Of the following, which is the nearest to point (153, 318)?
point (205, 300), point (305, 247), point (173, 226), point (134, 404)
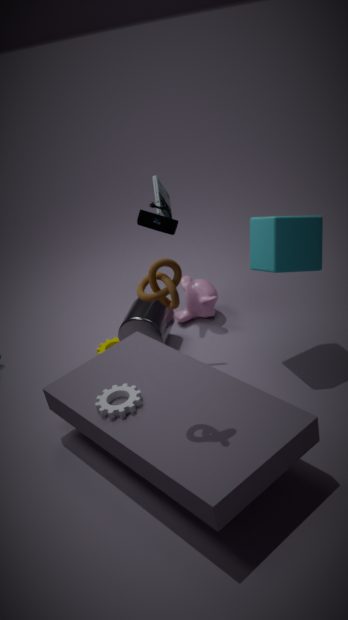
point (205, 300)
